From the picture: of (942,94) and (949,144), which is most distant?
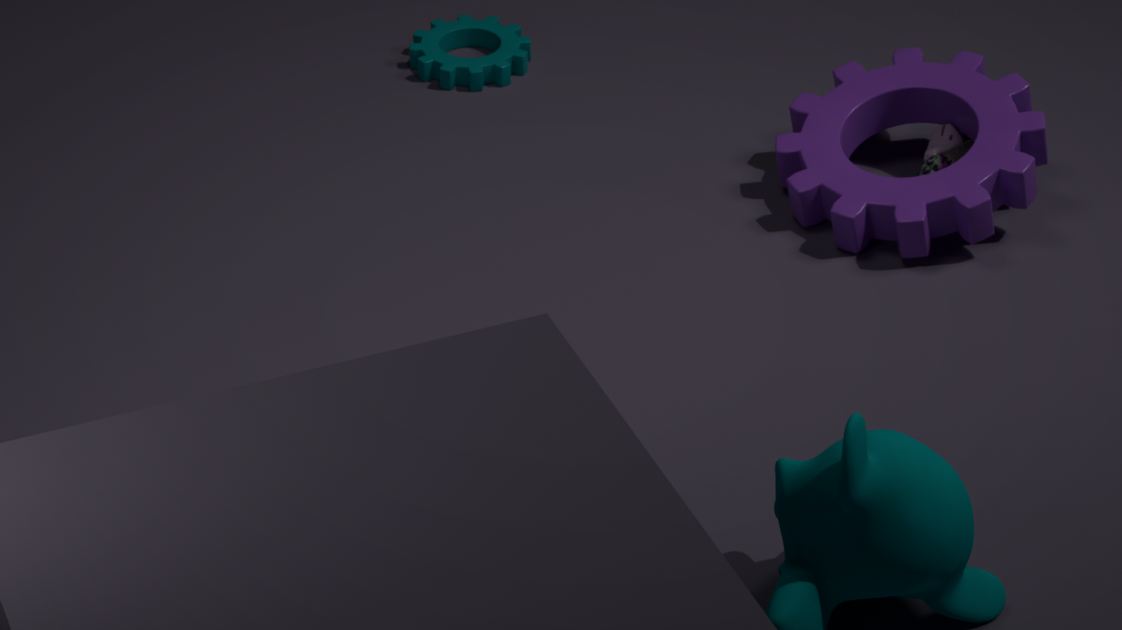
(942,94)
